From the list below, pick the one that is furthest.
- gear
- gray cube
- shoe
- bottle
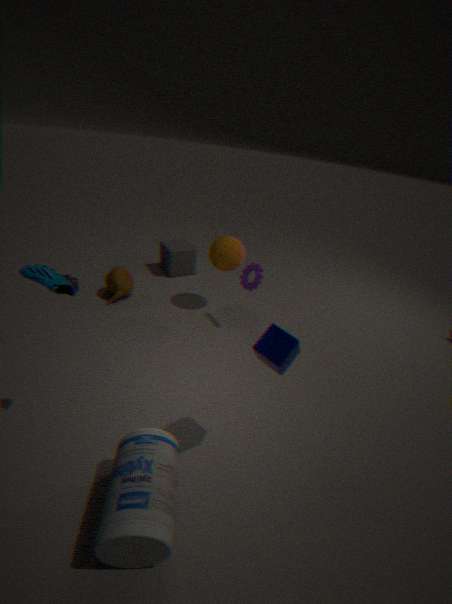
gray cube
